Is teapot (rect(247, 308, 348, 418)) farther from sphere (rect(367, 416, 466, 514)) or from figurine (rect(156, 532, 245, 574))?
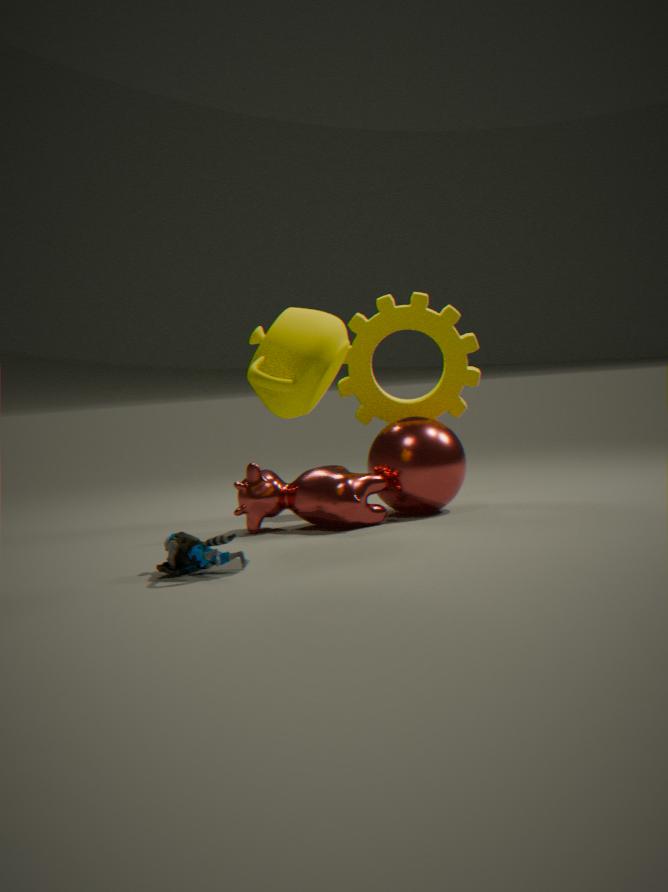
sphere (rect(367, 416, 466, 514))
